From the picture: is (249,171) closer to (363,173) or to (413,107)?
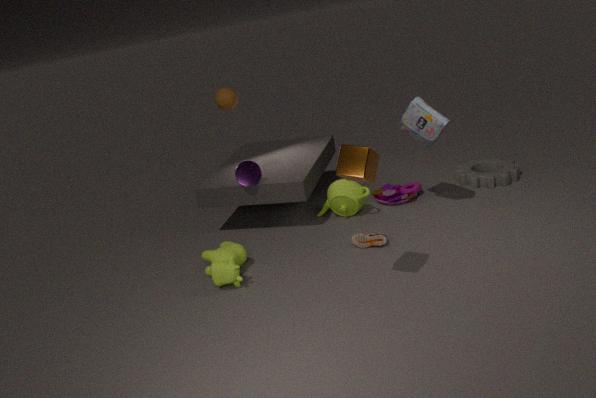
(413,107)
